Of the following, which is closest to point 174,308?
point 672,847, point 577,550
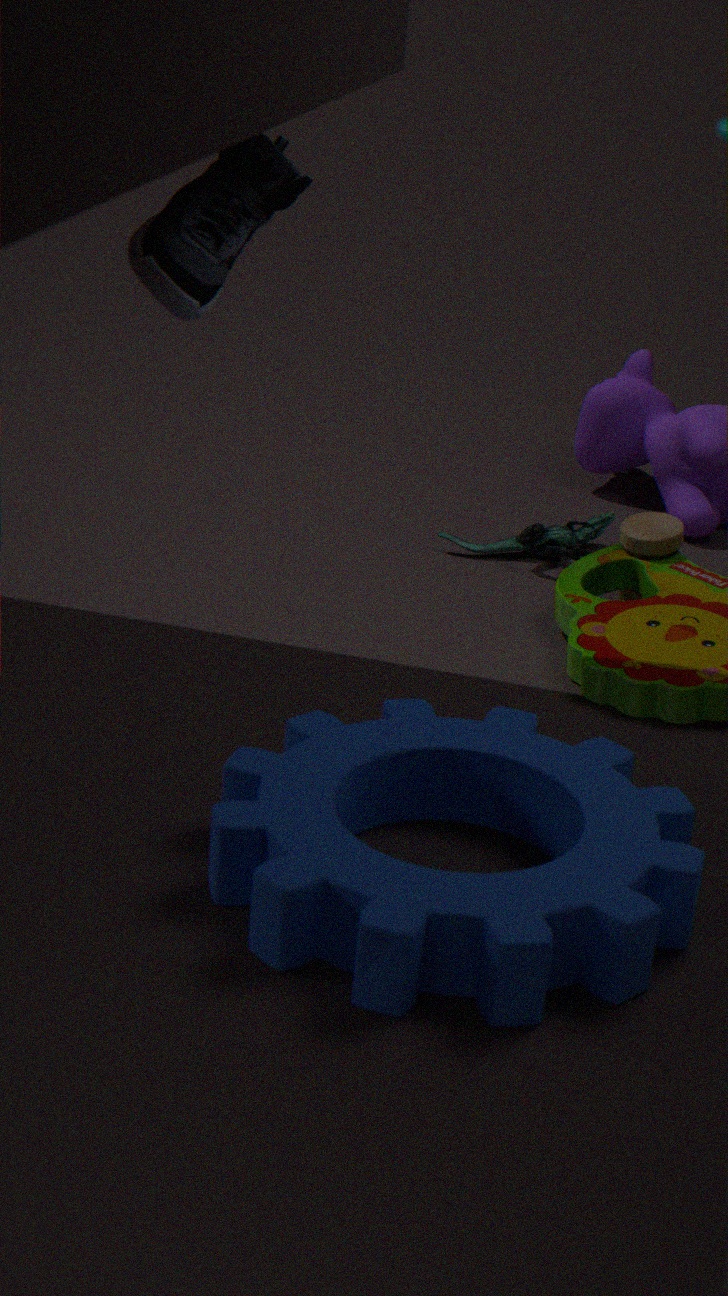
point 672,847
